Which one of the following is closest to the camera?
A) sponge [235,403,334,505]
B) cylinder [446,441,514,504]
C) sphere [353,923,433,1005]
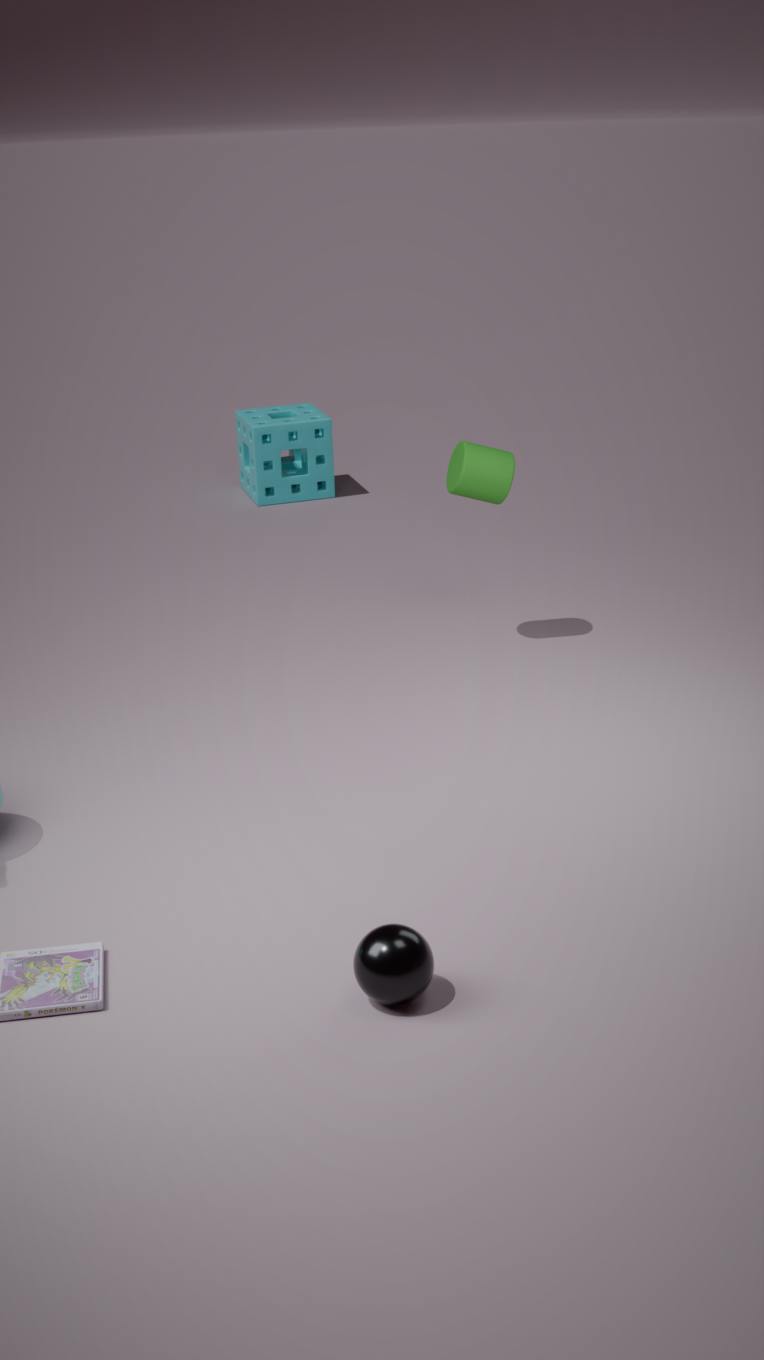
sphere [353,923,433,1005]
